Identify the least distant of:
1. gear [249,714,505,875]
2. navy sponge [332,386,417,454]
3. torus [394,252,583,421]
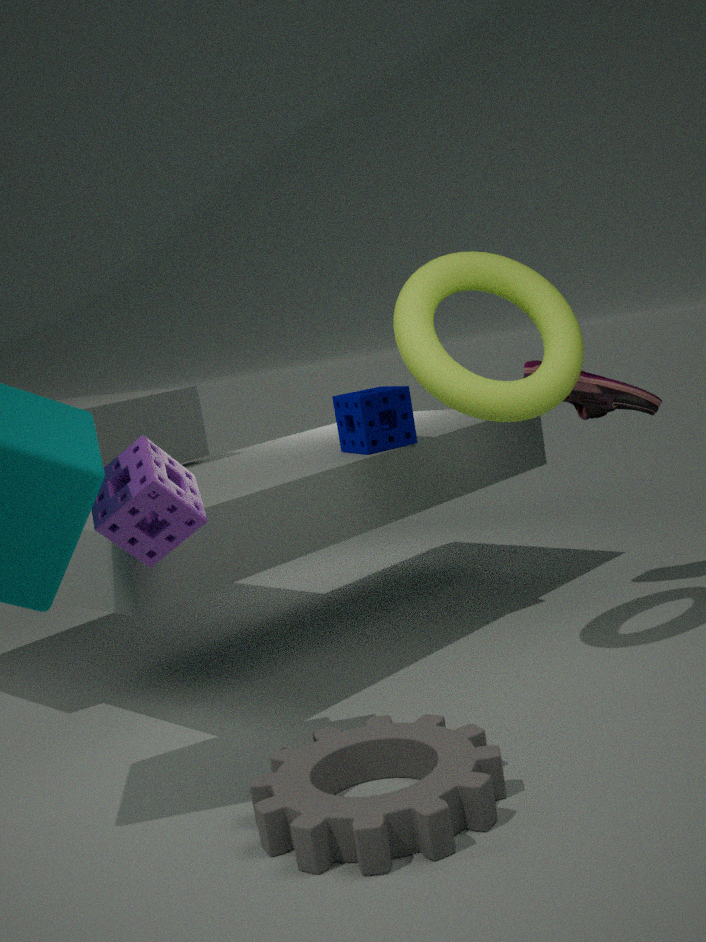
gear [249,714,505,875]
